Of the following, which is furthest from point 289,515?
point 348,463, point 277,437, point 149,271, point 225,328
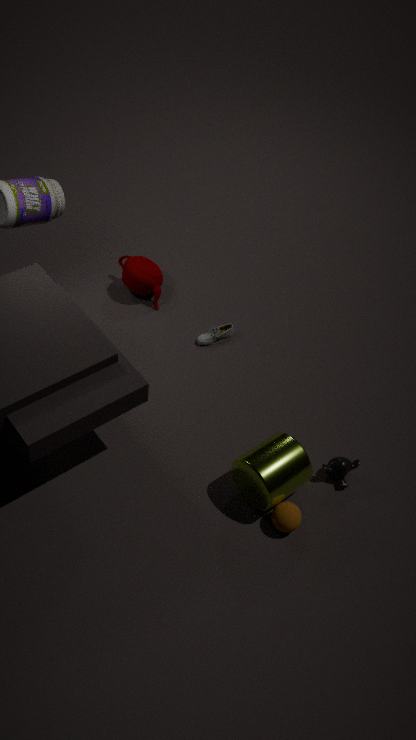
point 149,271
